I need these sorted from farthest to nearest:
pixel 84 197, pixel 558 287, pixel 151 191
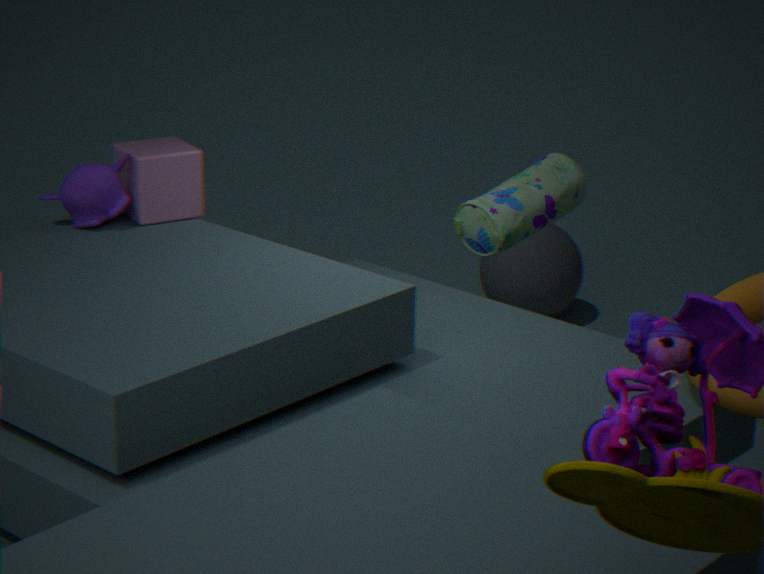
pixel 558 287, pixel 151 191, pixel 84 197
